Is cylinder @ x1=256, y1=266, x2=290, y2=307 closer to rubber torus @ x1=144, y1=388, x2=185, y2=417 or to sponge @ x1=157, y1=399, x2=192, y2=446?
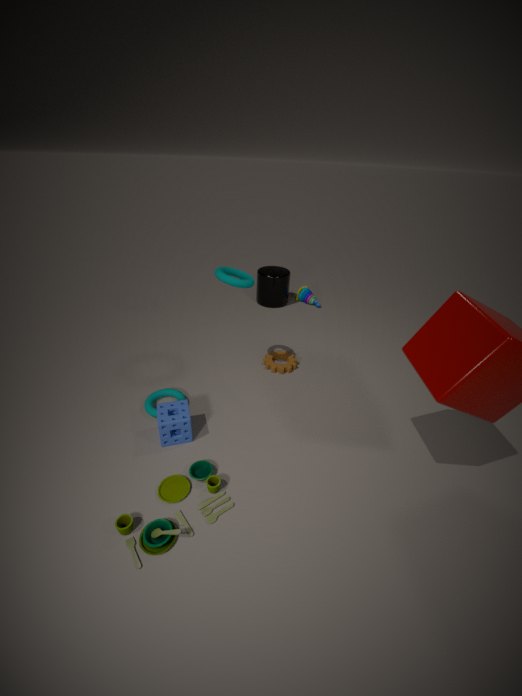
→ rubber torus @ x1=144, y1=388, x2=185, y2=417
